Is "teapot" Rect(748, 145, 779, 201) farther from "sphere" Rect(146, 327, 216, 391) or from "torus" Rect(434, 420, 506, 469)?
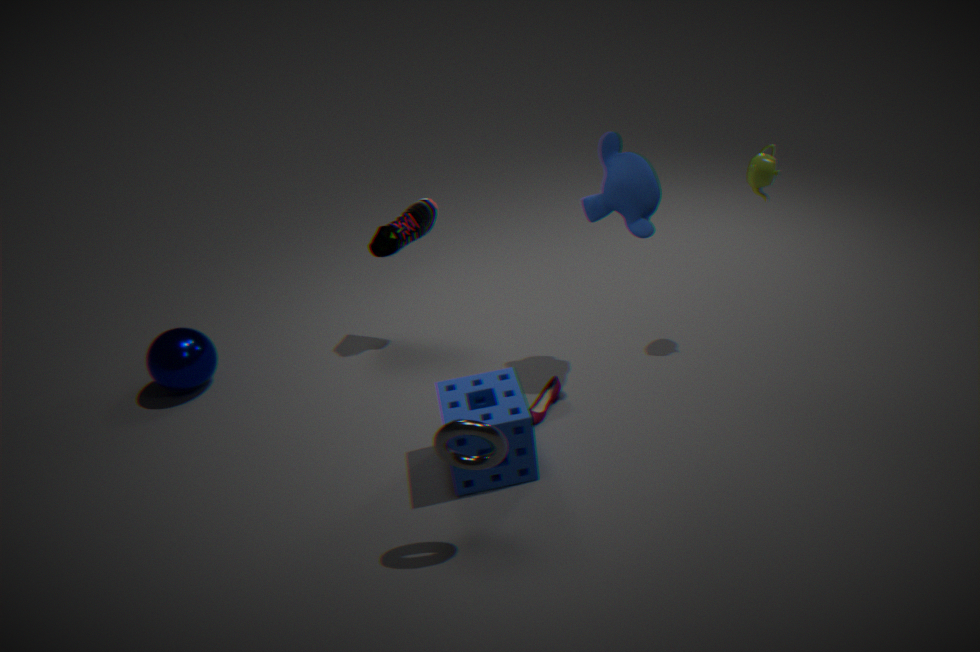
"sphere" Rect(146, 327, 216, 391)
